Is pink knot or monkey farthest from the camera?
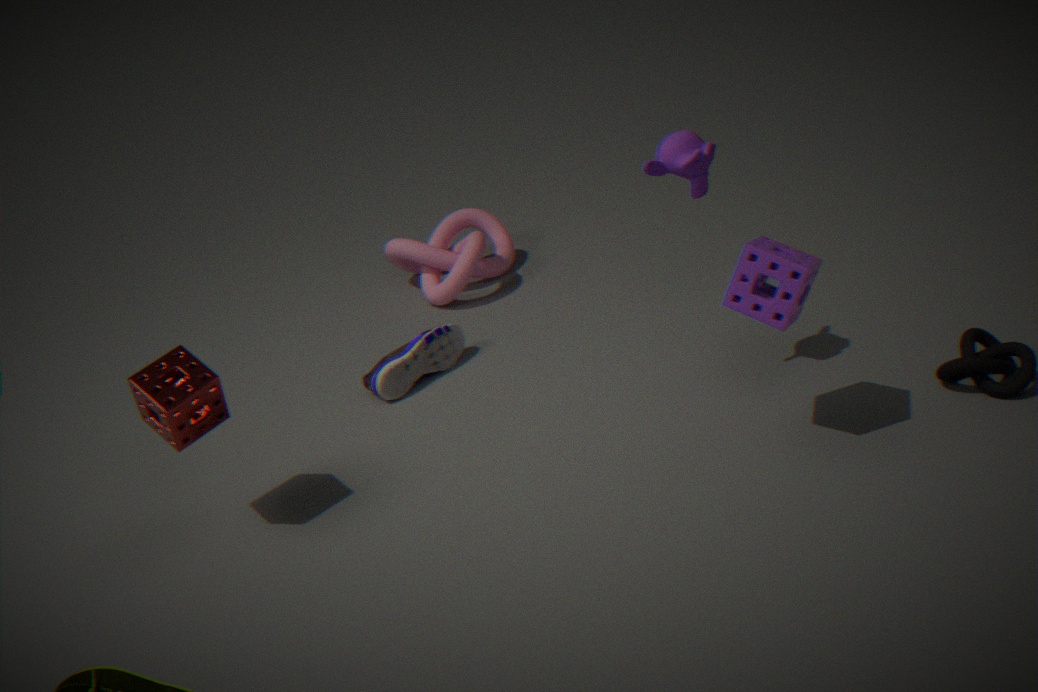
pink knot
